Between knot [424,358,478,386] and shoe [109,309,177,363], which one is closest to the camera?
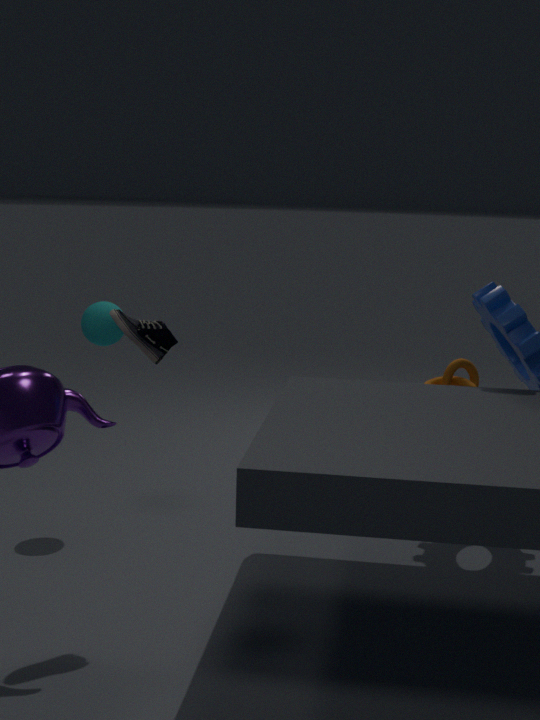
shoe [109,309,177,363]
